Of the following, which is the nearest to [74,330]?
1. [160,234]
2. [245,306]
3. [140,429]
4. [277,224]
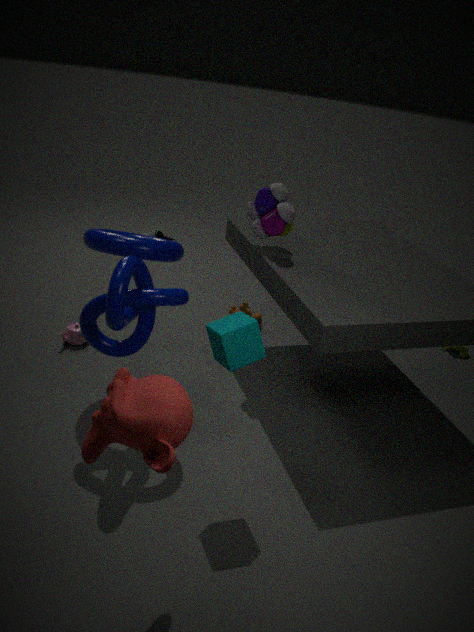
[245,306]
